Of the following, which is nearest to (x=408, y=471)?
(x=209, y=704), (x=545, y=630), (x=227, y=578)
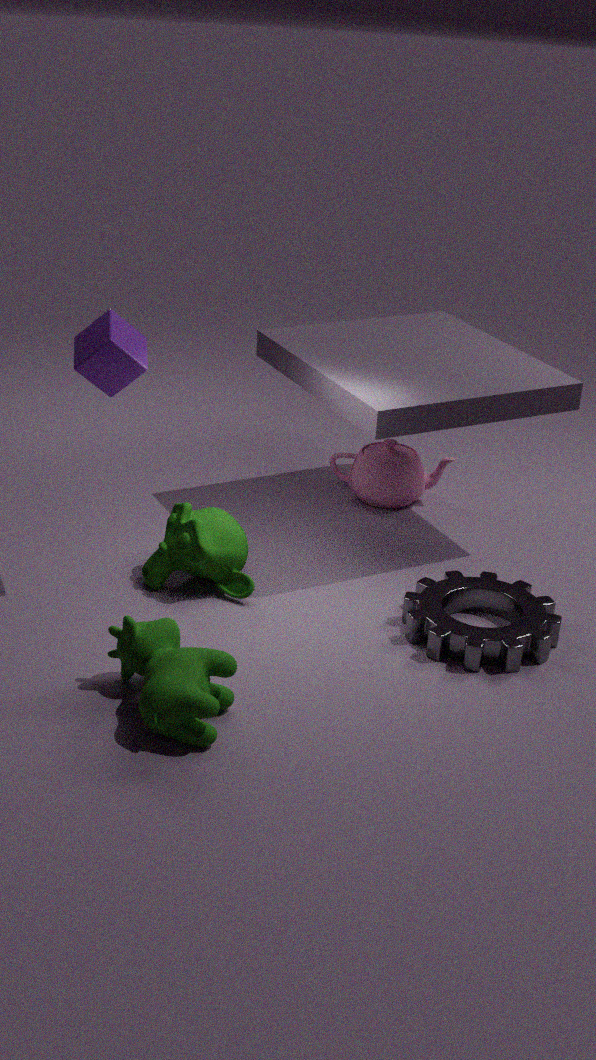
(x=227, y=578)
